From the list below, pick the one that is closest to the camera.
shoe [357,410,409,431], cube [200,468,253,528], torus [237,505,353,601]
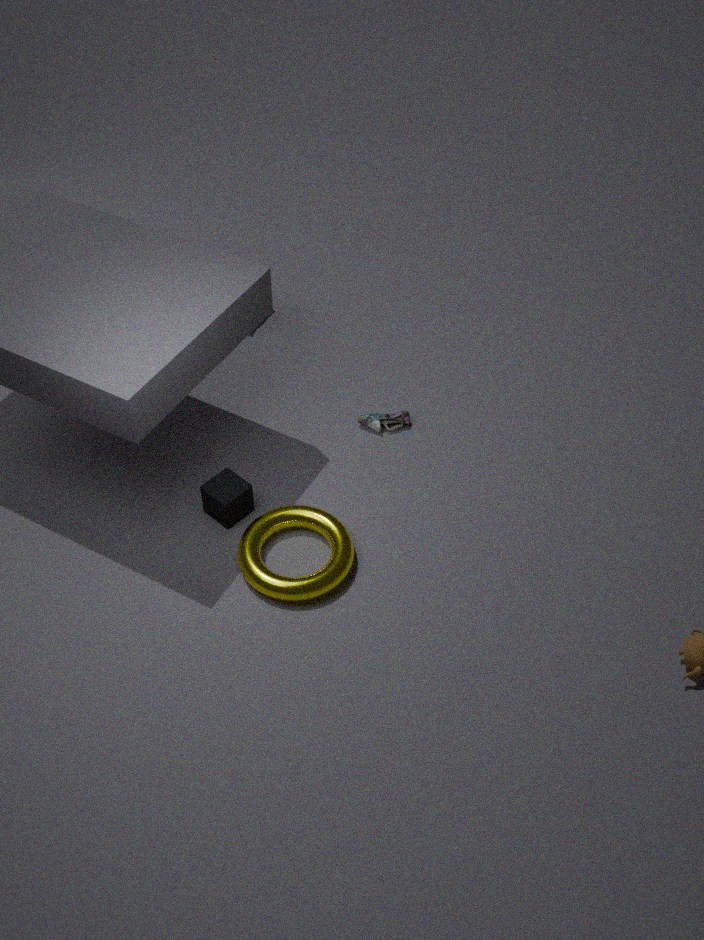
torus [237,505,353,601]
